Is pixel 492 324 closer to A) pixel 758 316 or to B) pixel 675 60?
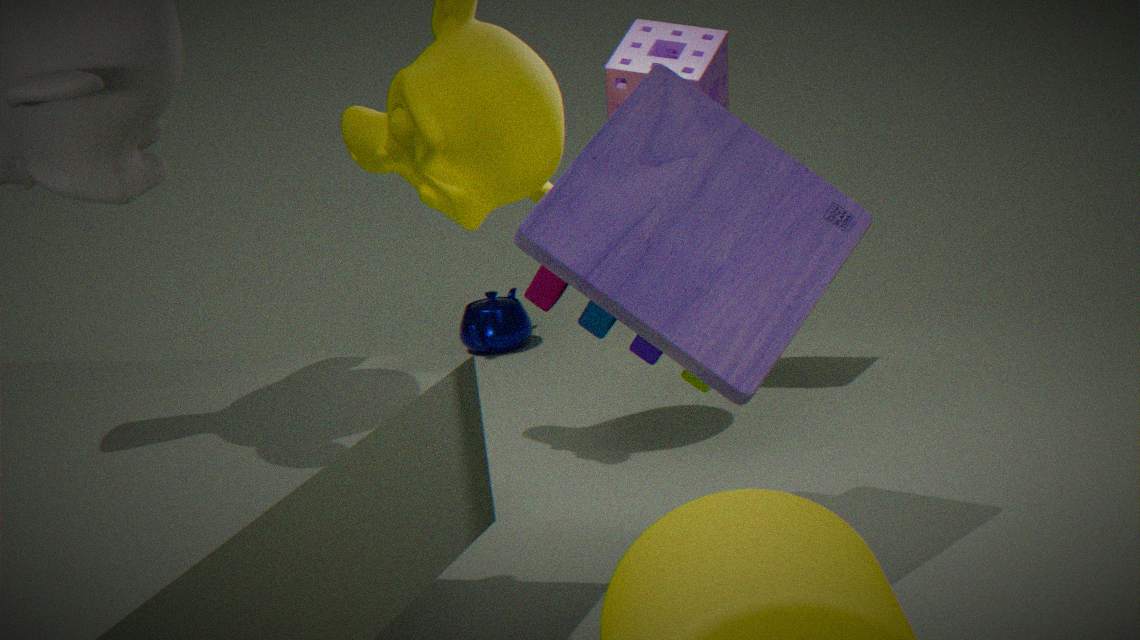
B) pixel 675 60
